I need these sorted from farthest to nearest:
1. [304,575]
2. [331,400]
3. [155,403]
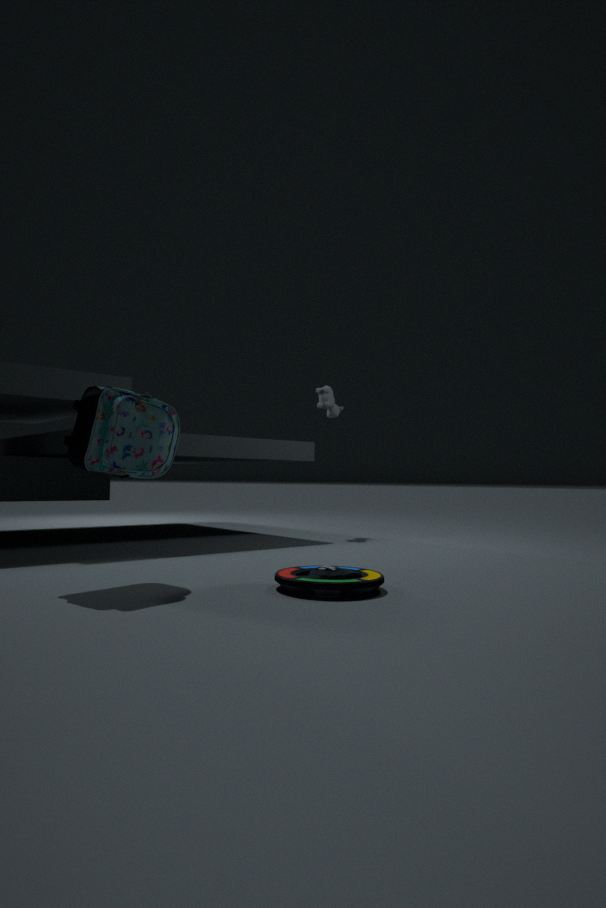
[331,400], [155,403], [304,575]
